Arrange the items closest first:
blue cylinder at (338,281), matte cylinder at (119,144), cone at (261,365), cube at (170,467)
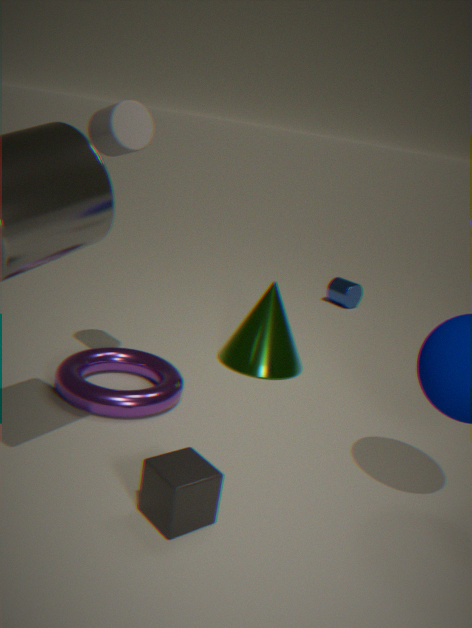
cube at (170,467) → matte cylinder at (119,144) → cone at (261,365) → blue cylinder at (338,281)
